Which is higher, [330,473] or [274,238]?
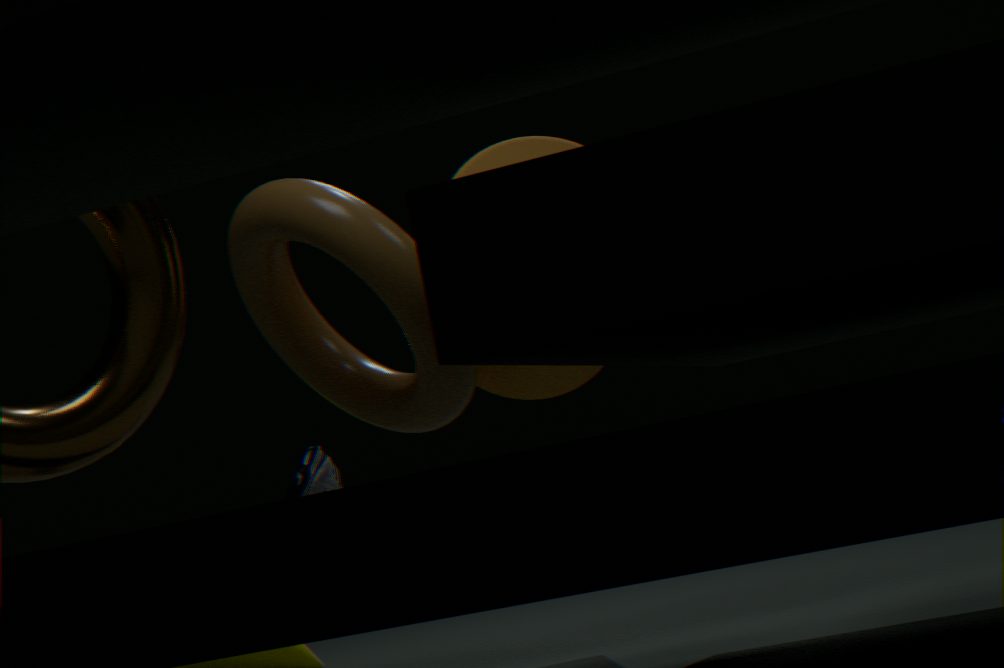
[274,238]
